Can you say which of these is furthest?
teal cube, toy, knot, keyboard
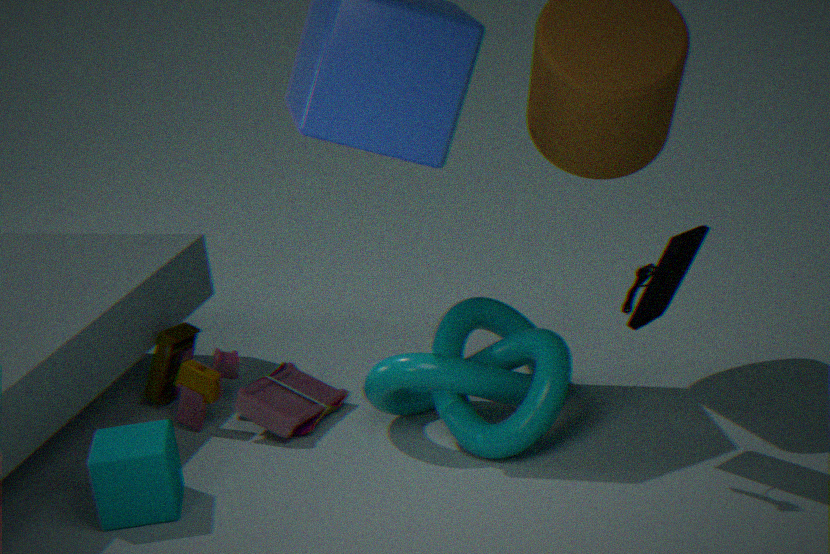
toy
